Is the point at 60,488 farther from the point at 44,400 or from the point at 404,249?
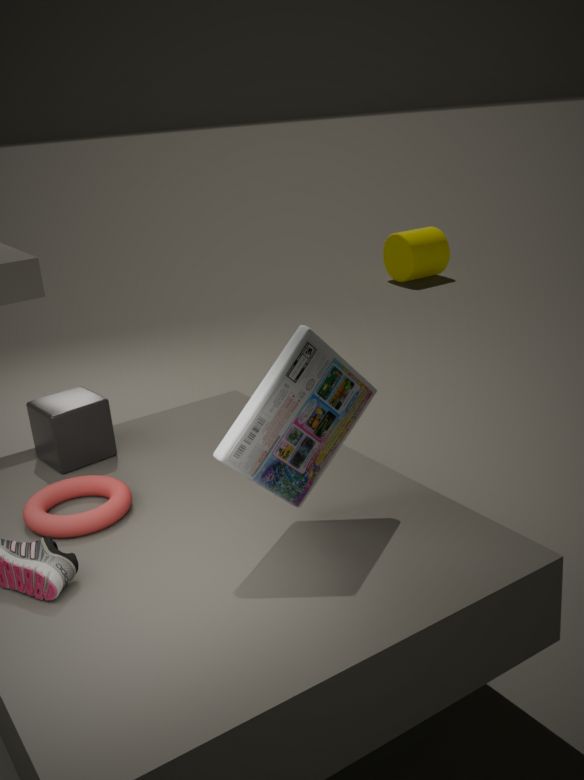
the point at 404,249
